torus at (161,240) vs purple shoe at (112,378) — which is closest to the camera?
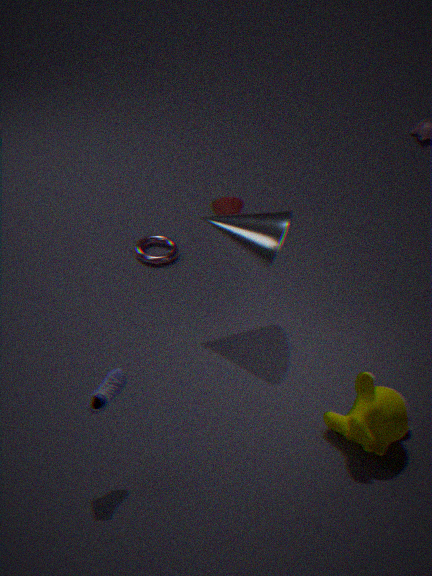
purple shoe at (112,378)
